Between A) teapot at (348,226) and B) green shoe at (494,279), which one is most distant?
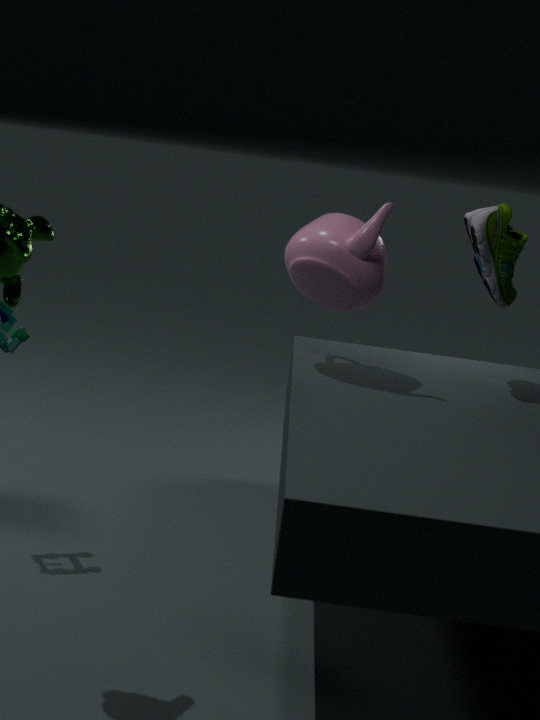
B. green shoe at (494,279)
